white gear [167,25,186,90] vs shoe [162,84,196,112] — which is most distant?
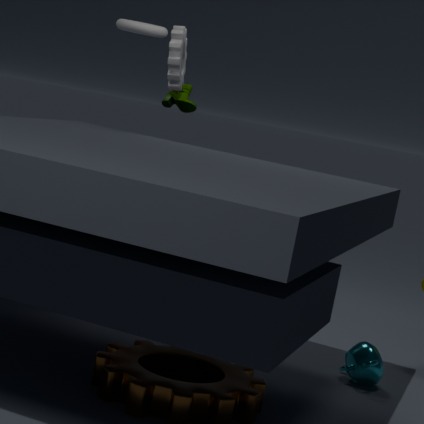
shoe [162,84,196,112]
